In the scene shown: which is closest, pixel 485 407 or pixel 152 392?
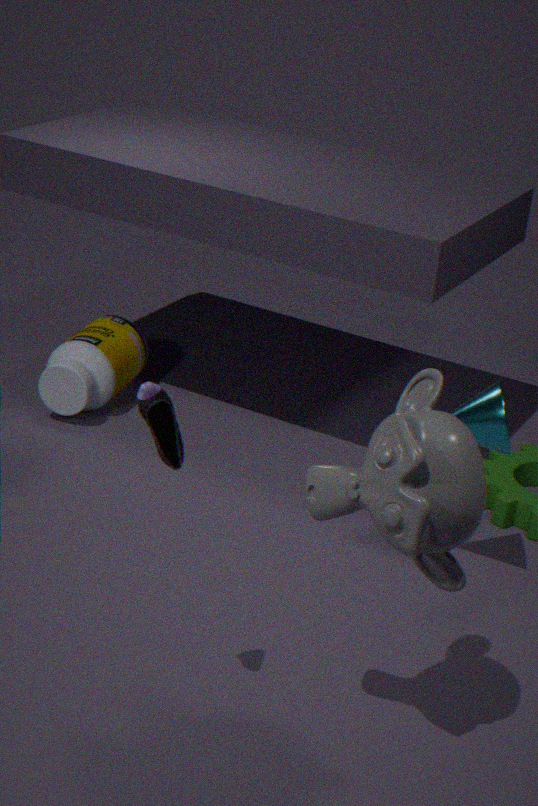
pixel 152 392
